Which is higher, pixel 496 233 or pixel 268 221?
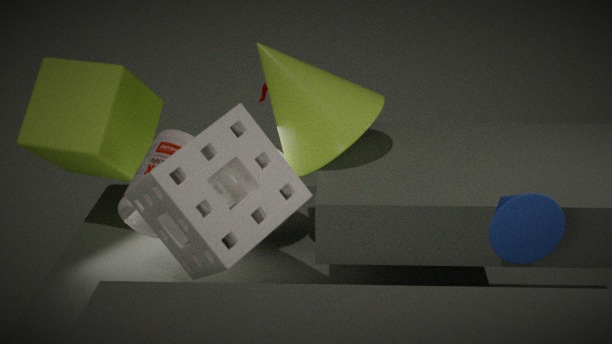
pixel 496 233
